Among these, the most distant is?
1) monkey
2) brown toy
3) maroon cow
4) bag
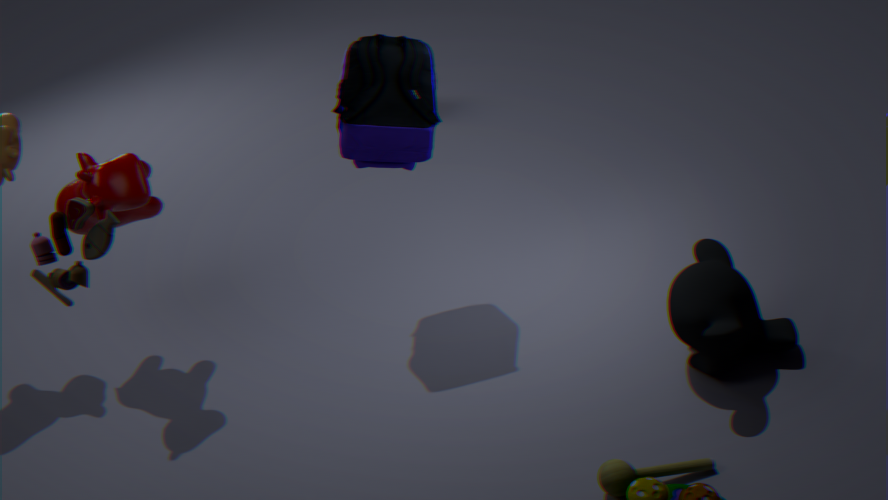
4. bag
